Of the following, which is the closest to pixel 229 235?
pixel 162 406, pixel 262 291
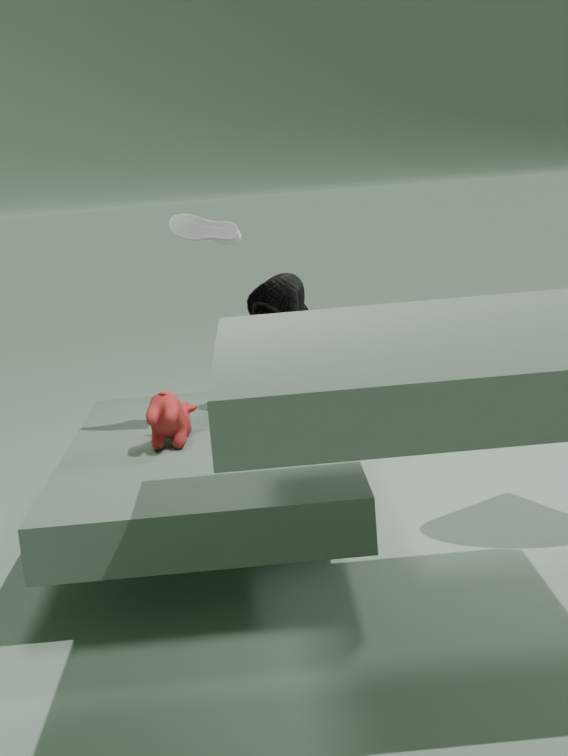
pixel 262 291
